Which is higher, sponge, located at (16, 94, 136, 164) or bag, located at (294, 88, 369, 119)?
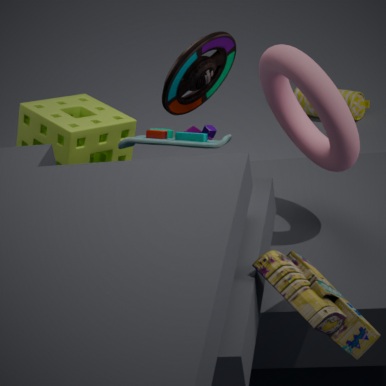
sponge, located at (16, 94, 136, 164)
